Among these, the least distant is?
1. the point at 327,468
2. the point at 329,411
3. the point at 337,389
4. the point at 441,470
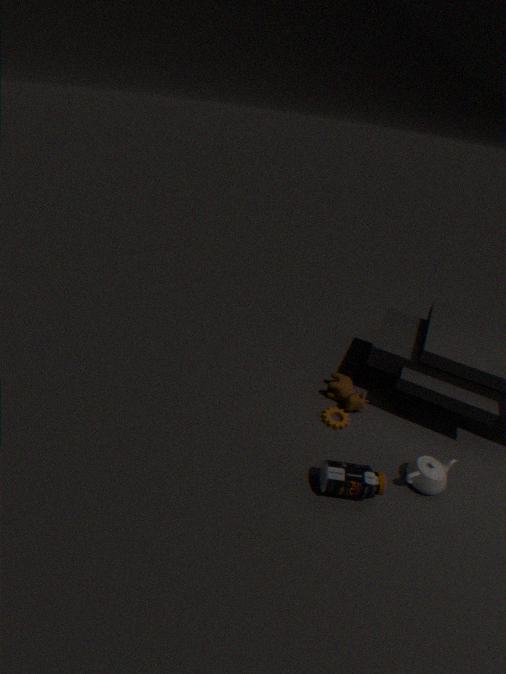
the point at 327,468
